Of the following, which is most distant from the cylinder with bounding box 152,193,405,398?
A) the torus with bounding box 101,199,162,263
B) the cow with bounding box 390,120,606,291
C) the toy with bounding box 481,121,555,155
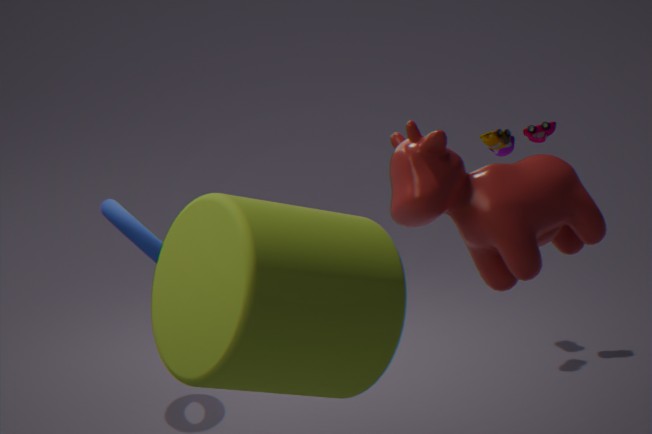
the toy with bounding box 481,121,555,155
